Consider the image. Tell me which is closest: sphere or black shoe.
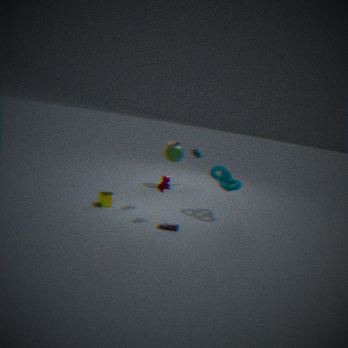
black shoe
